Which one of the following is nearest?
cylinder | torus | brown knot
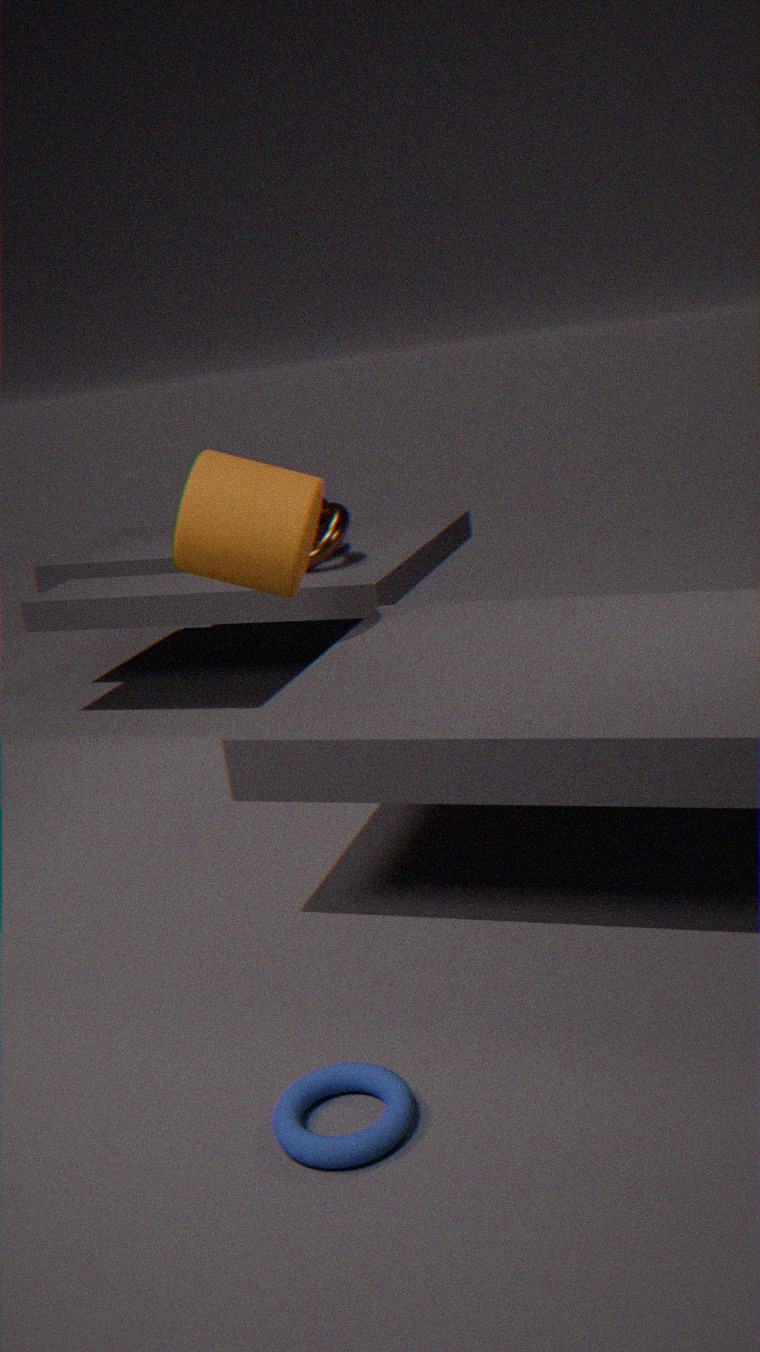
torus
